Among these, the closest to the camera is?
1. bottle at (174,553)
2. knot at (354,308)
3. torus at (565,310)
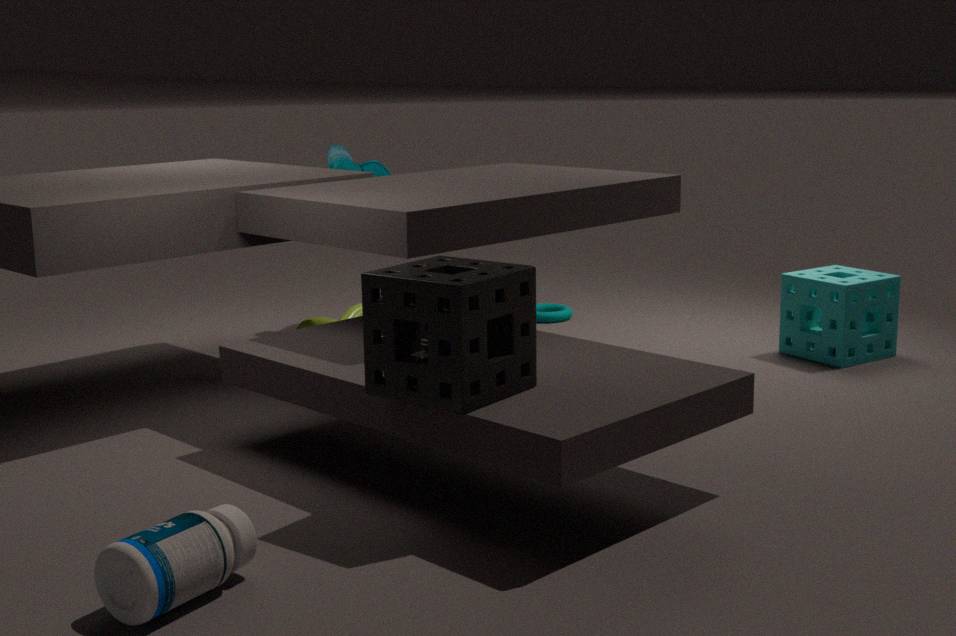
bottle at (174,553)
